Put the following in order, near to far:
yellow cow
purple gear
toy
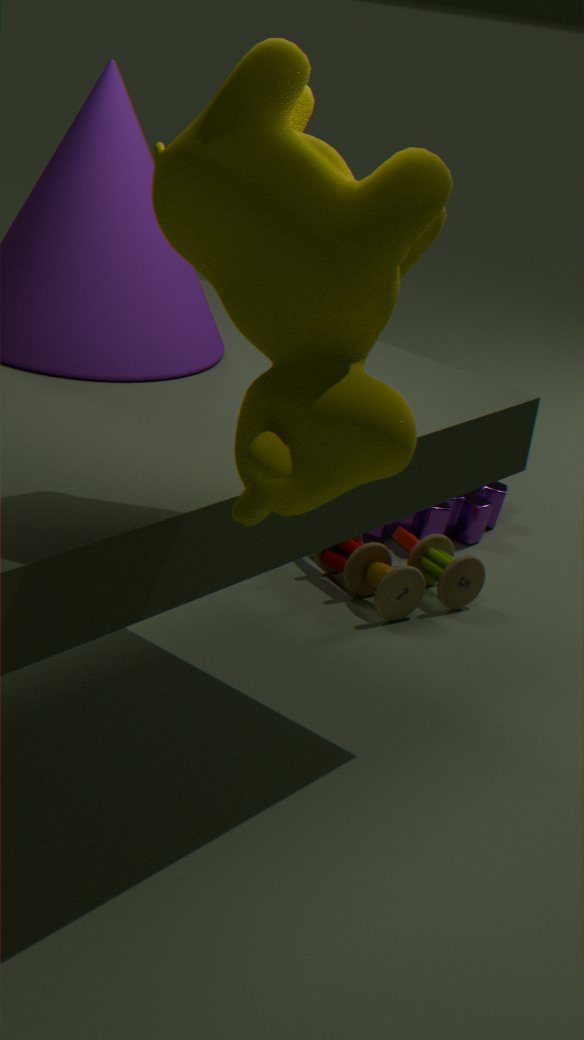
yellow cow, toy, purple gear
